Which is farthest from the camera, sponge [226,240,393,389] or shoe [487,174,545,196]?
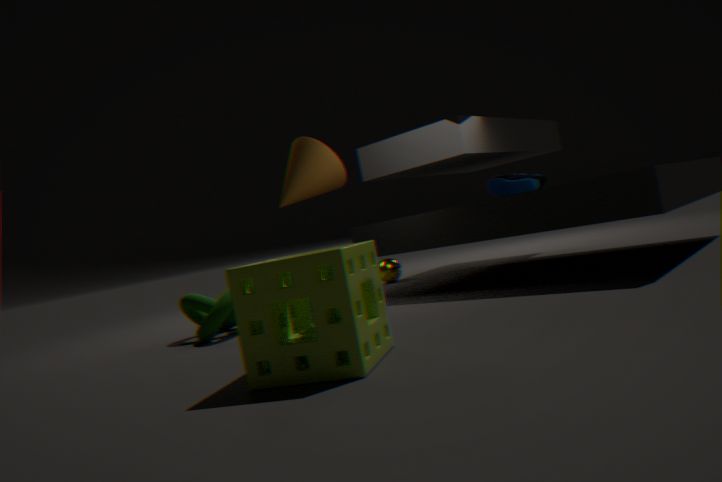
shoe [487,174,545,196]
